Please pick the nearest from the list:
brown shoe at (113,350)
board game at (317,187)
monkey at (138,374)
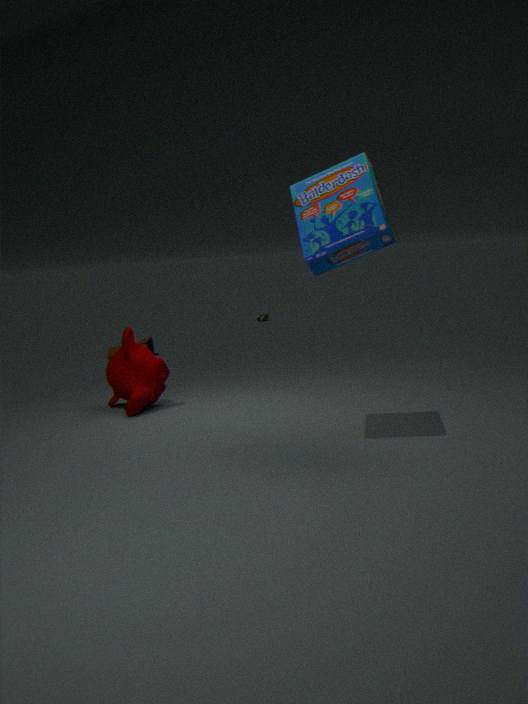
board game at (317,187)
